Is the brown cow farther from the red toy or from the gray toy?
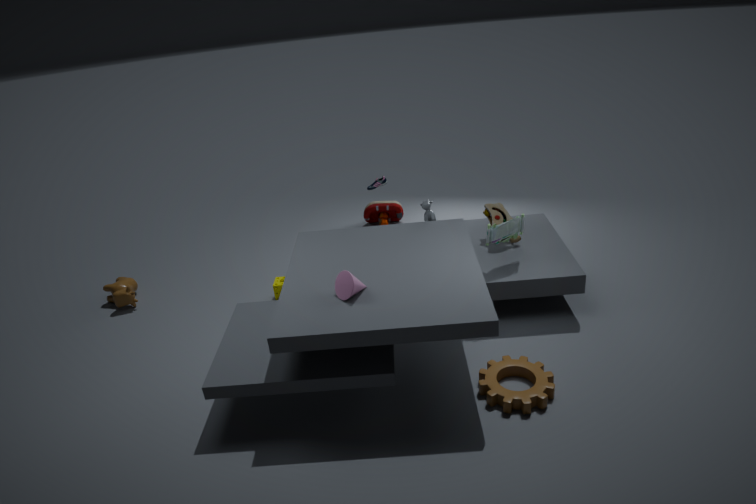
the gray toy
